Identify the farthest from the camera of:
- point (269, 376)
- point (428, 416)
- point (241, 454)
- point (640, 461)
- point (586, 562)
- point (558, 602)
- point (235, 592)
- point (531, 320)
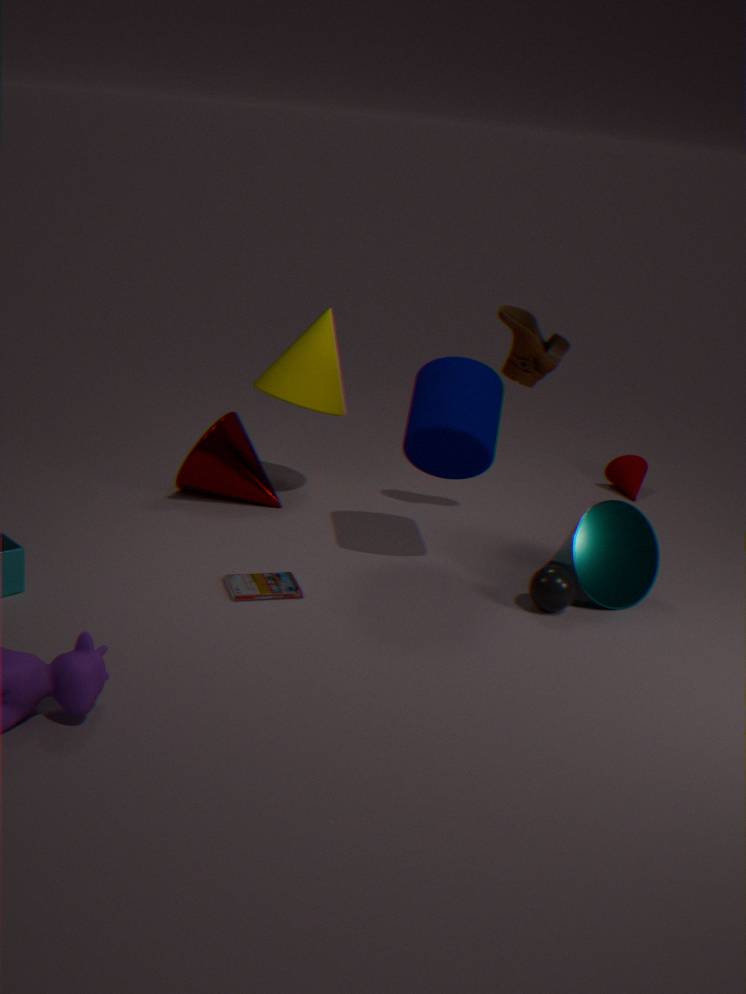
point (640, 461)
